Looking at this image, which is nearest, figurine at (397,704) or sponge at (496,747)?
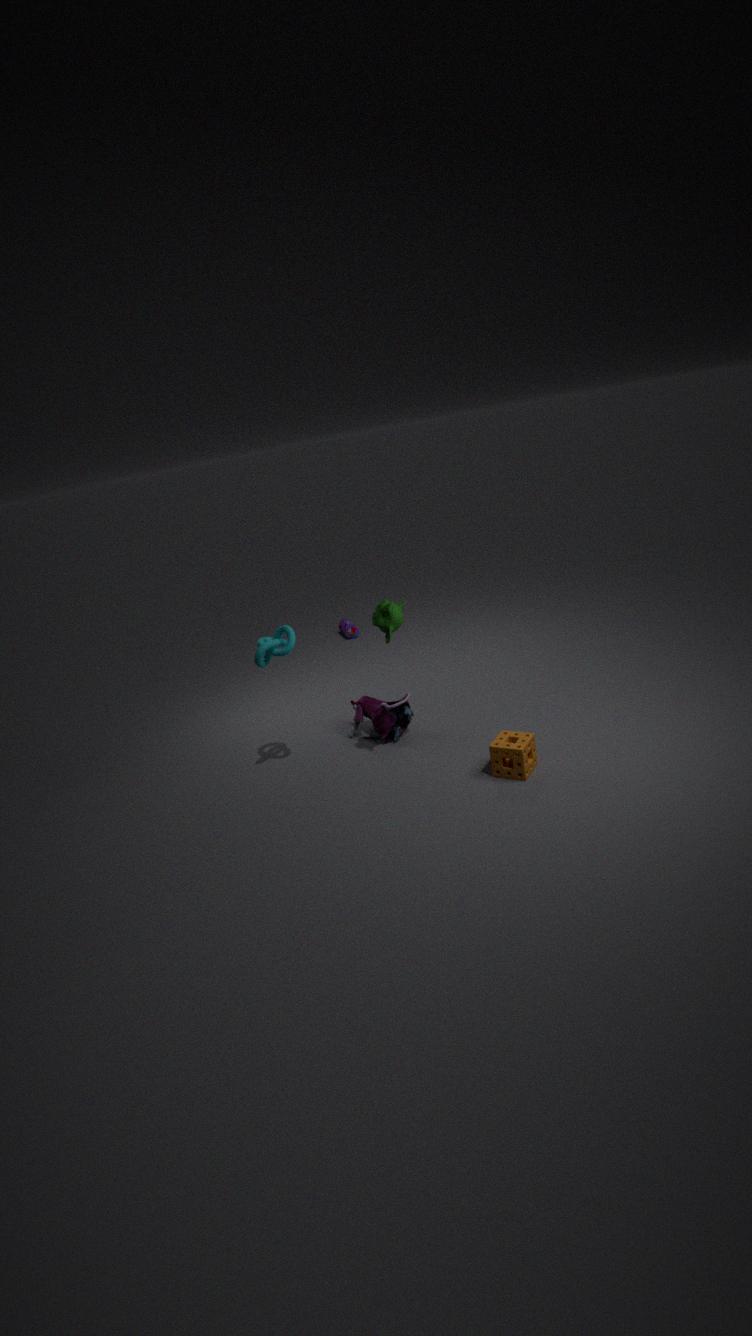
sponge at (496,747)
